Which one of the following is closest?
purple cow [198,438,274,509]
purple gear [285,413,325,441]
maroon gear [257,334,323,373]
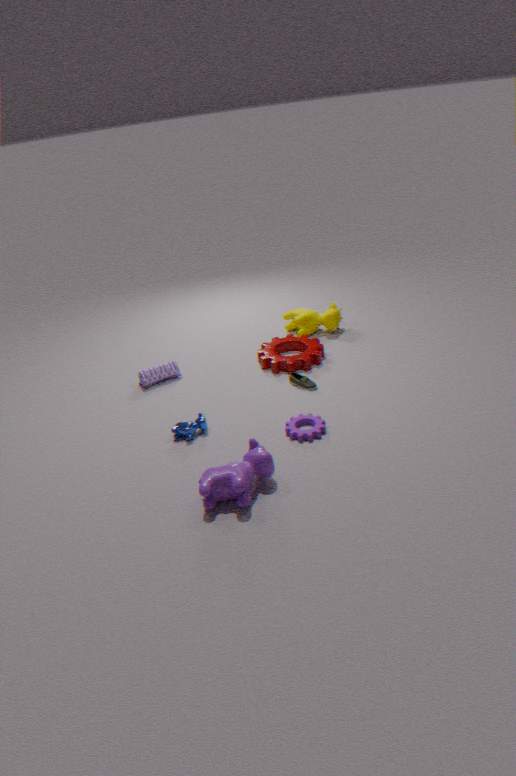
purple cow [198,438,274,509]
